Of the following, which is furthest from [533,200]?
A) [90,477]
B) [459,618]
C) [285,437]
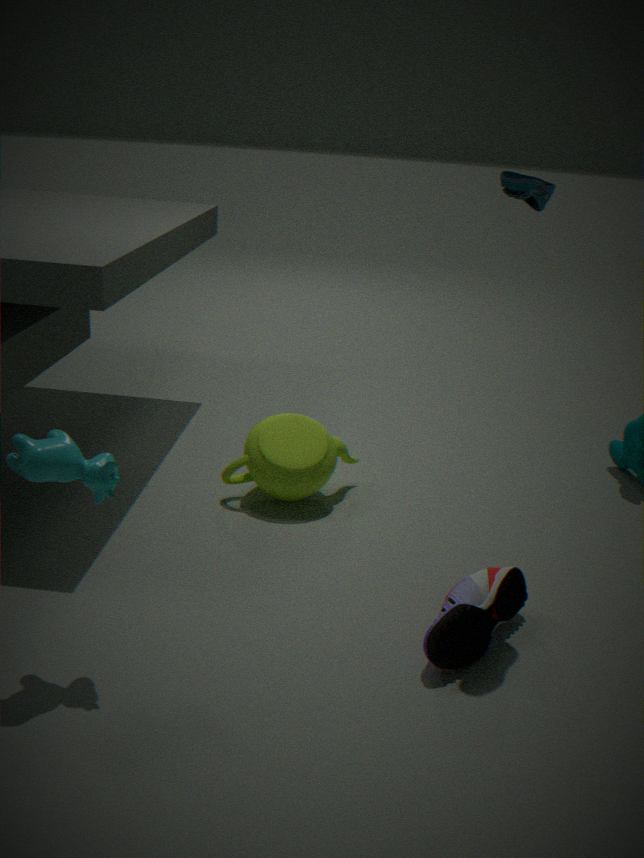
[90,477]
